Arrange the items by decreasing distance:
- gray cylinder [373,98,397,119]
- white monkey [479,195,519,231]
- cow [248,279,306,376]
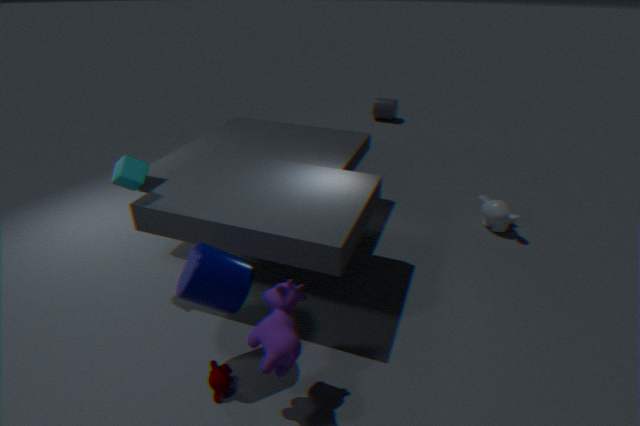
gray cylinder [373,98,397,119]
white monkey [479,195,519,231]
cow [248,279,306,376]
